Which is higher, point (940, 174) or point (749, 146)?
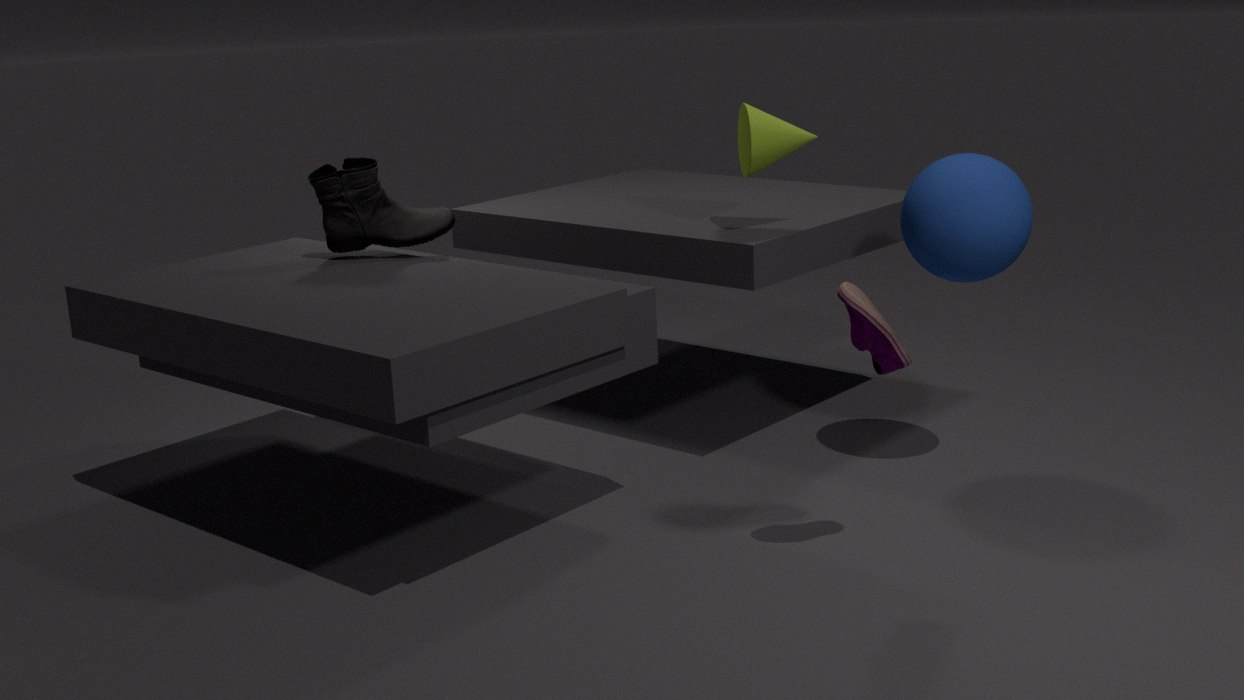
point (749, 146)
